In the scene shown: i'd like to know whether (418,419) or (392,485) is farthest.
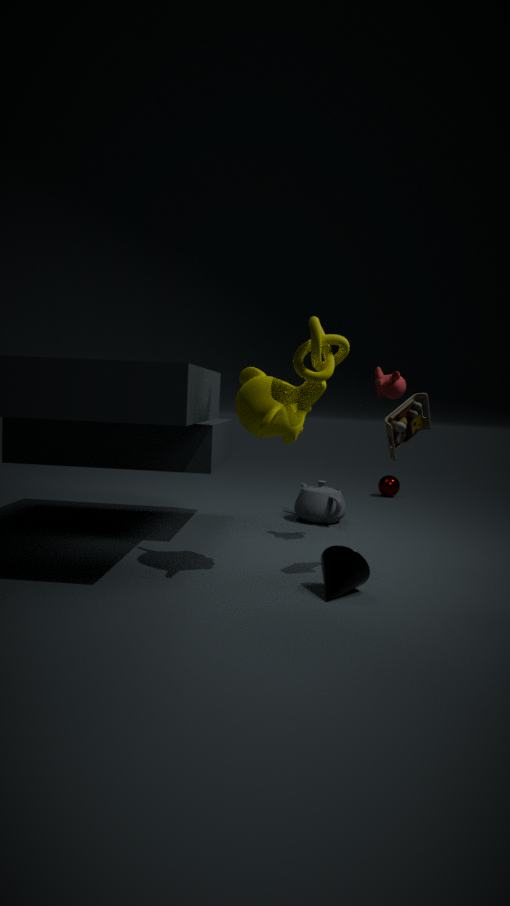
(392,485)
